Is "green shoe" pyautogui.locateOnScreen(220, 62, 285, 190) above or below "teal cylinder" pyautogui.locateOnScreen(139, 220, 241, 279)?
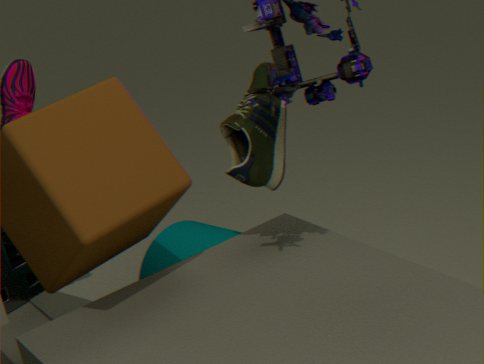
above
